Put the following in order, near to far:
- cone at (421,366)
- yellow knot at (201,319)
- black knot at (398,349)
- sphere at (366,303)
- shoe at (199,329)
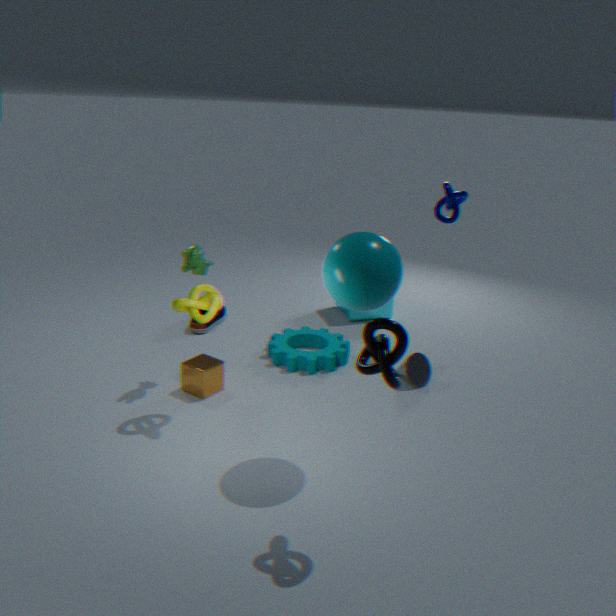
black knot at (398,349)
sphere at (366,303)
yellow knot at (201,319)
cone at (421,366)
shoe at (199,329)
